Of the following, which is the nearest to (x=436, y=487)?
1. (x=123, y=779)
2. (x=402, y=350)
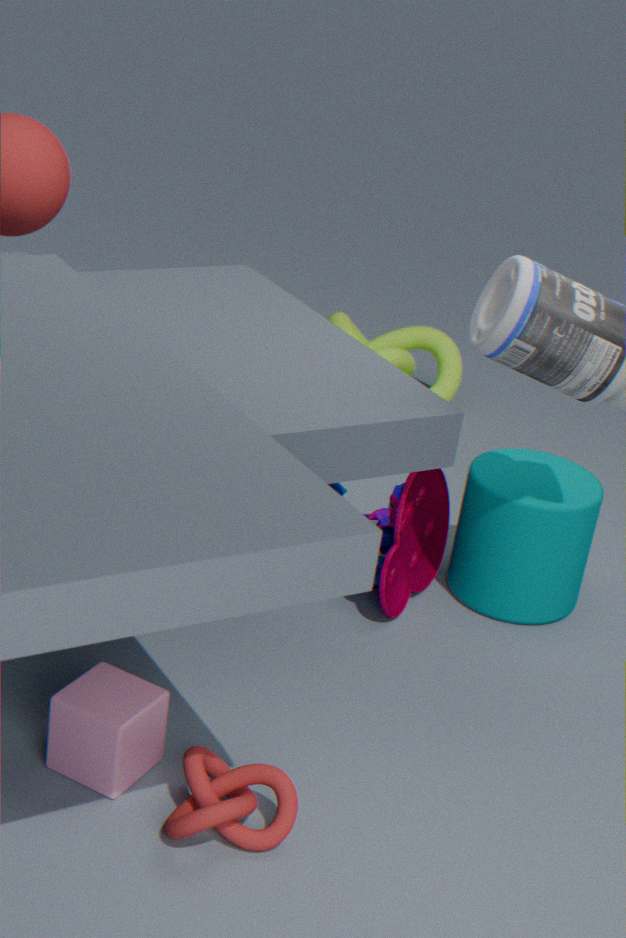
(x=123, y=779)
